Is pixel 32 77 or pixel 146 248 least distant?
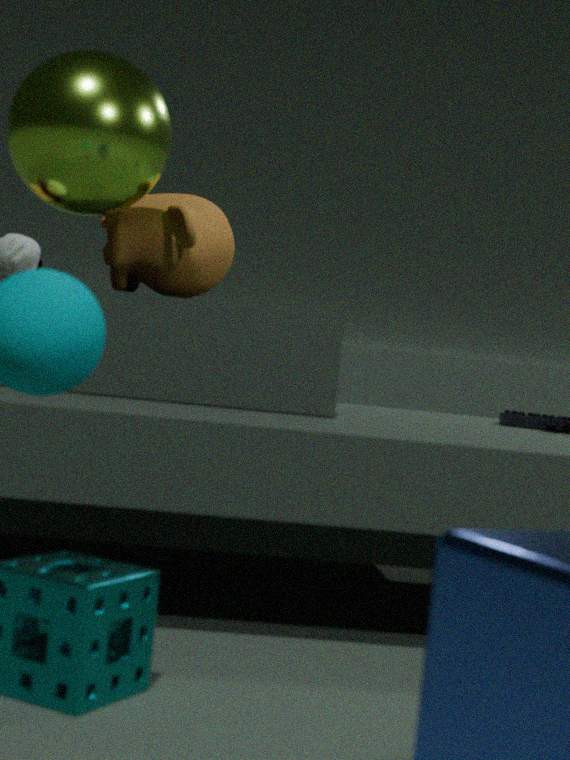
pixel 32 77
